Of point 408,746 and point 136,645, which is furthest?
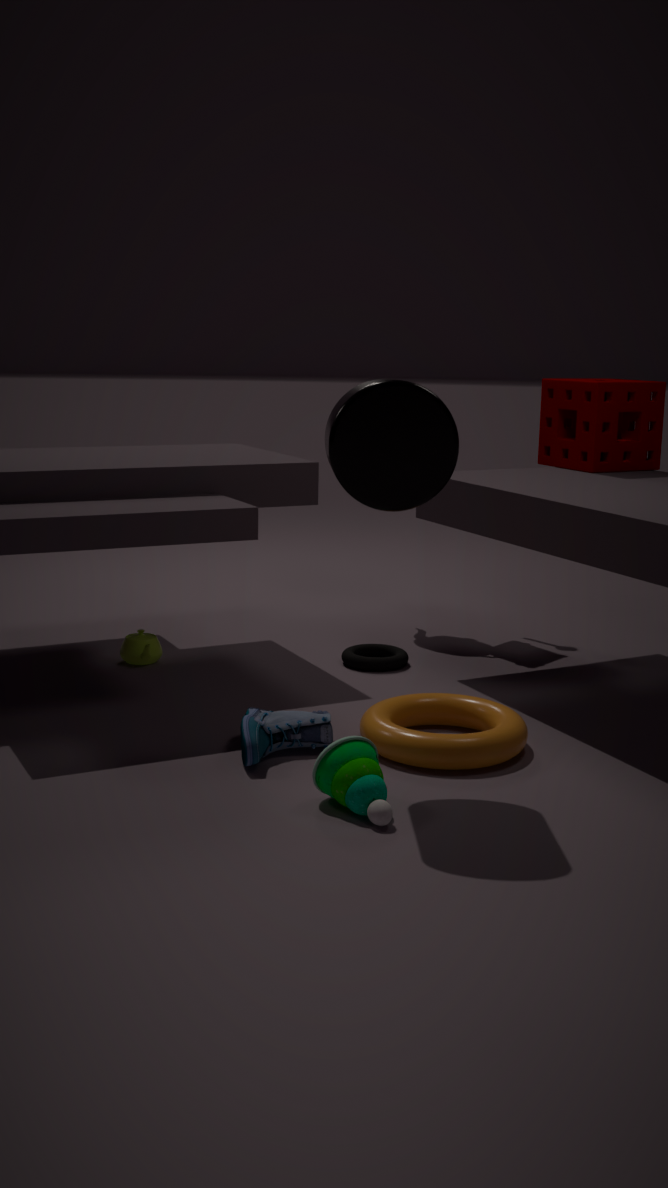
point 136,645
